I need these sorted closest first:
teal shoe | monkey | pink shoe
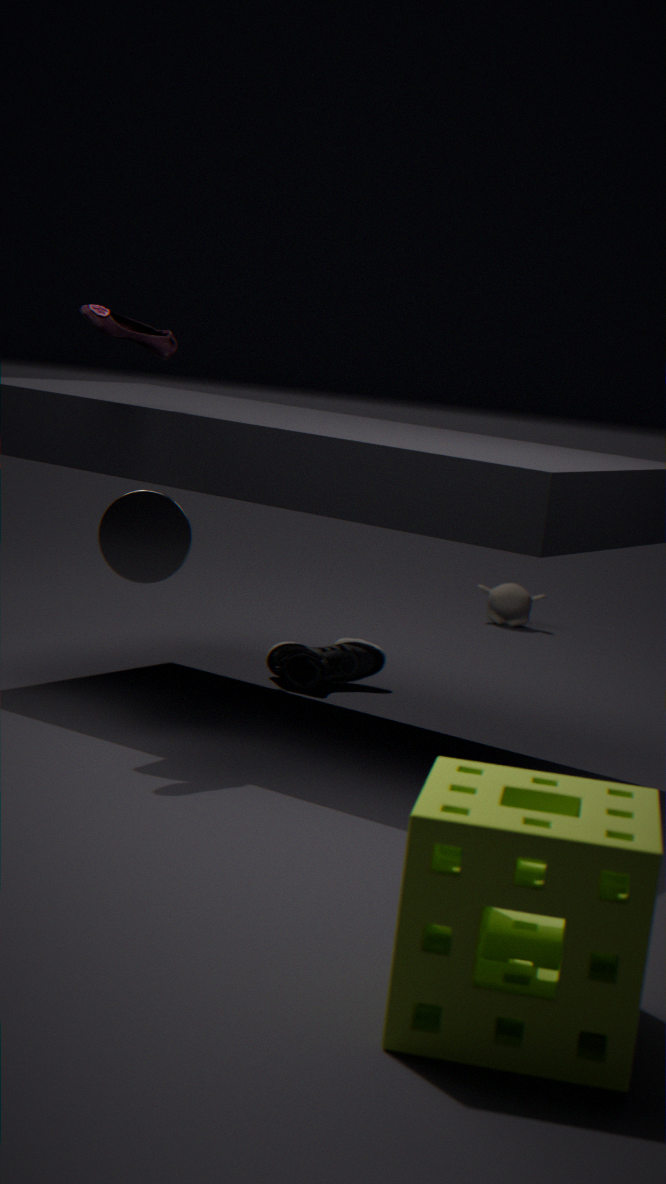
1. pink shoe
2. teal shoe
3. monkey
